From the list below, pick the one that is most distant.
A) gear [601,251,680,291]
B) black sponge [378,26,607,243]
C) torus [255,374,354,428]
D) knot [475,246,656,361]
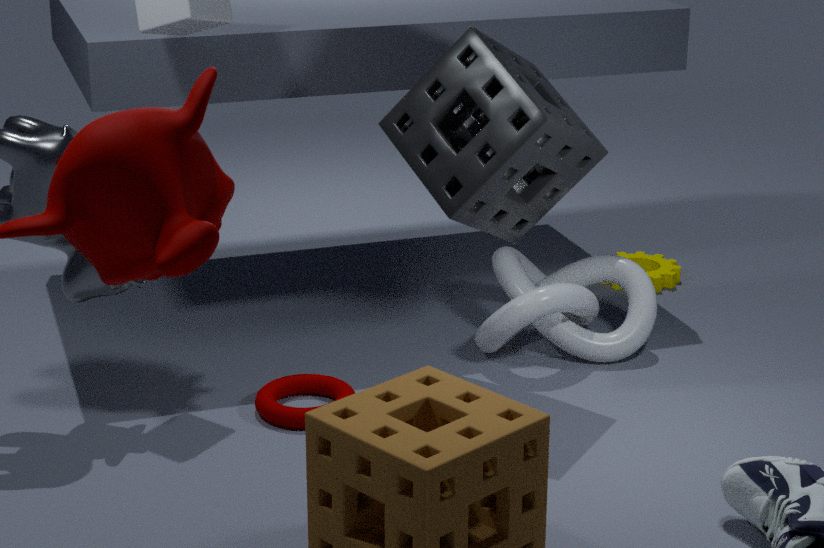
gear [601,251,680,291]
